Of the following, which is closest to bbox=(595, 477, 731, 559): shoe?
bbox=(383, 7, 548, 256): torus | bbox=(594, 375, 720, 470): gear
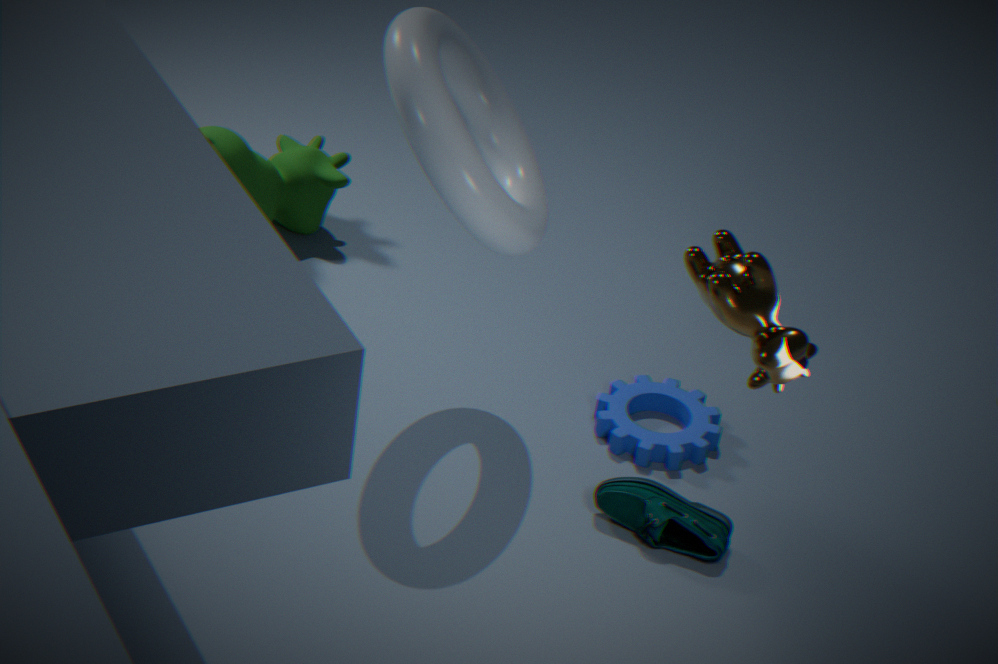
bbox=(594, 375, 720, 470): gear
